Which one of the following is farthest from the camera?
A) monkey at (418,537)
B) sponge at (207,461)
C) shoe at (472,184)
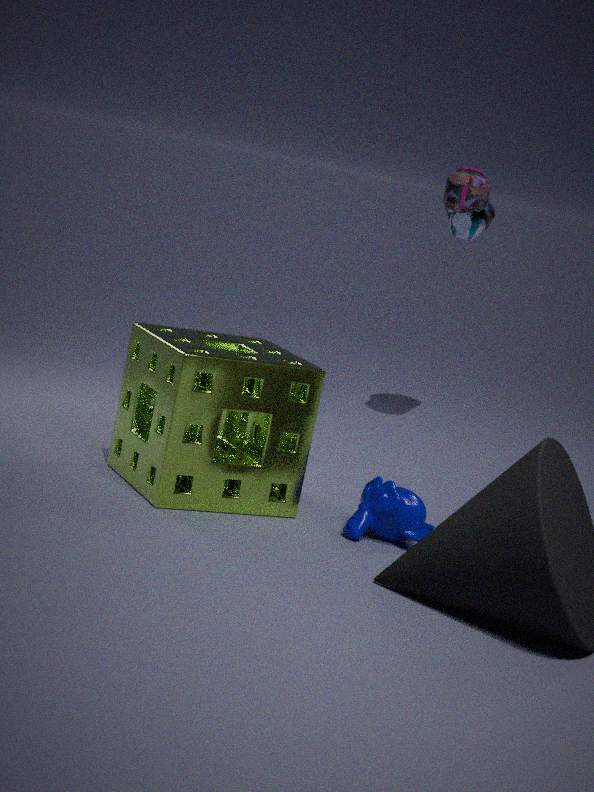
C. shoe at (472,184)
